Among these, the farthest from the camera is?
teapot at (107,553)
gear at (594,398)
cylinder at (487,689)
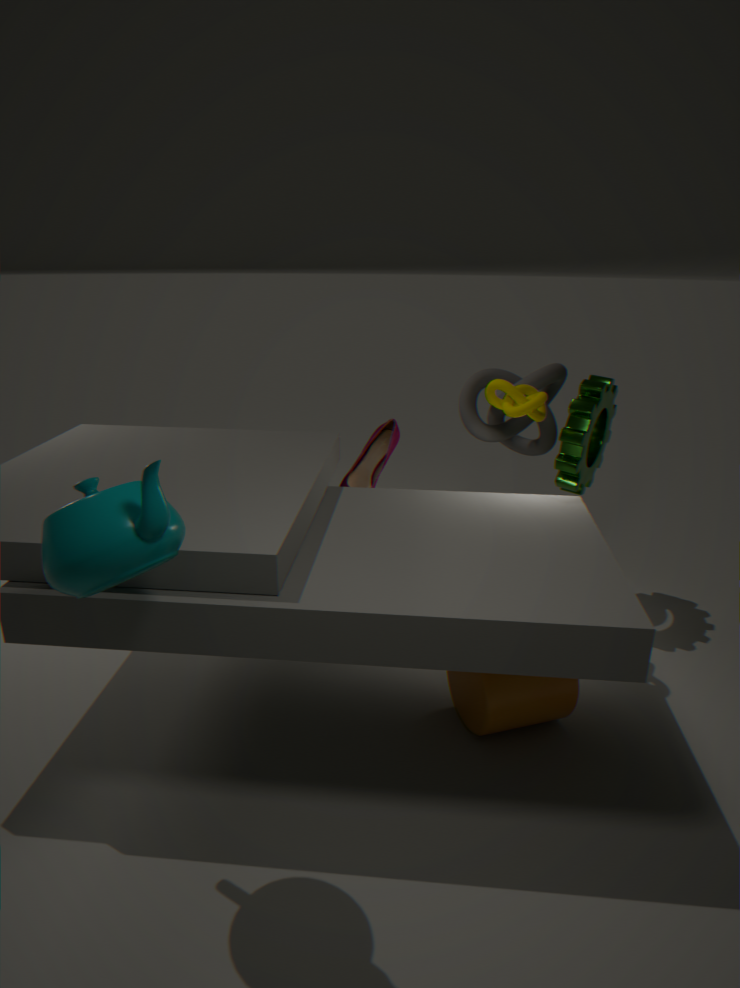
gear at (594,398)
